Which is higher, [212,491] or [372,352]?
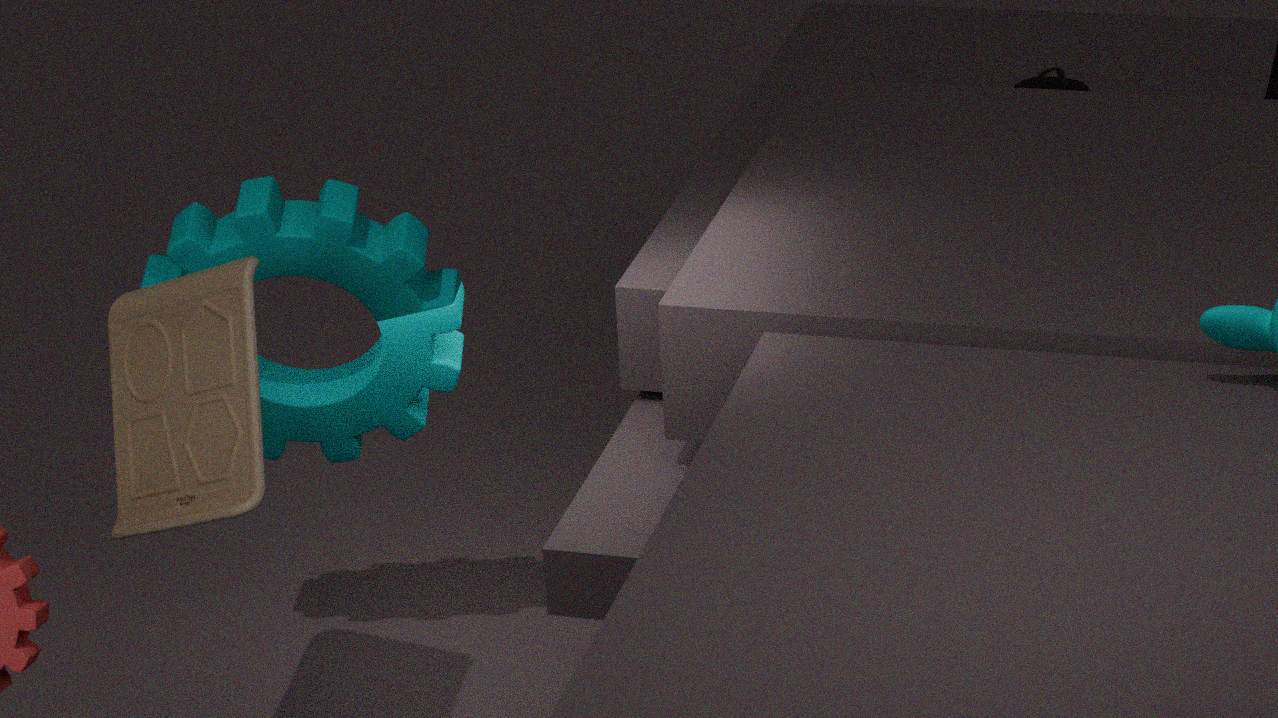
[212,491]
